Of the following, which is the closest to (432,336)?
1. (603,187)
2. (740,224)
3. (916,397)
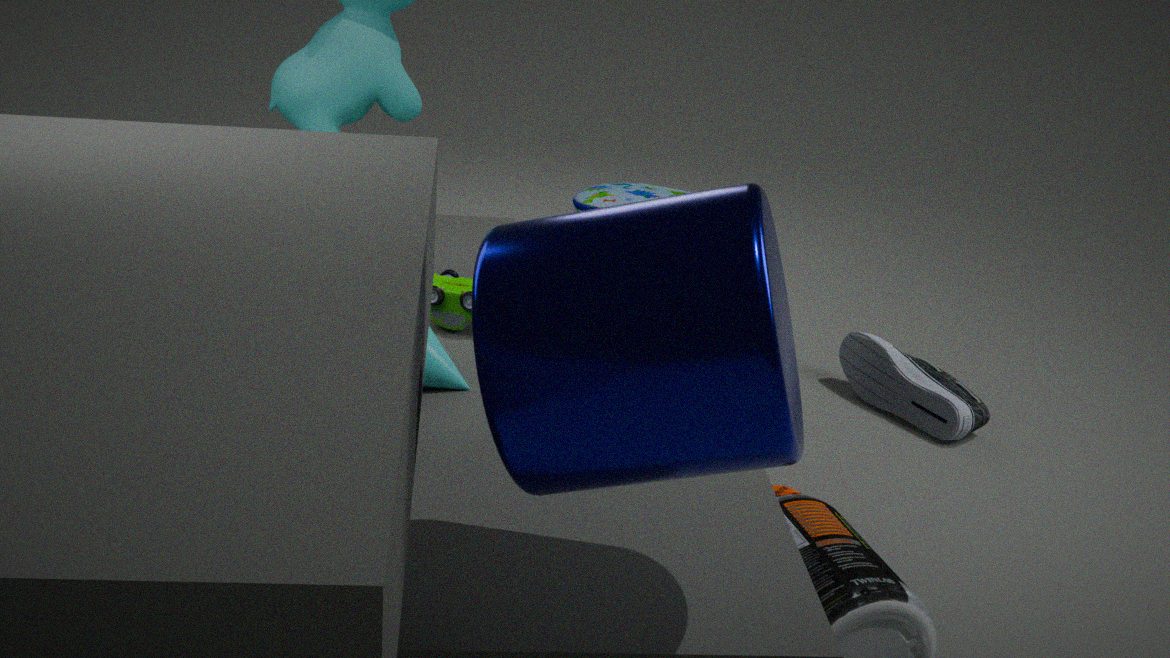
(603,187)
